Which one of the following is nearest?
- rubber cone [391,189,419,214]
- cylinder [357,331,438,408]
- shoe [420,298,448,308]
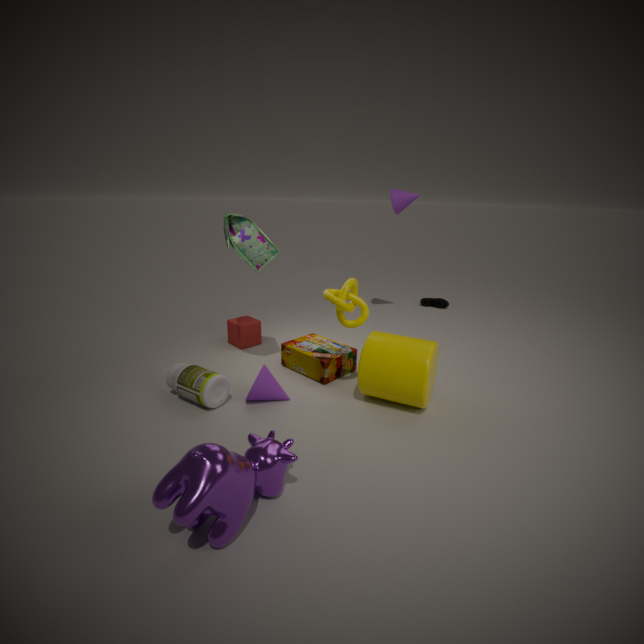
cylinder [357,331,438,408]
